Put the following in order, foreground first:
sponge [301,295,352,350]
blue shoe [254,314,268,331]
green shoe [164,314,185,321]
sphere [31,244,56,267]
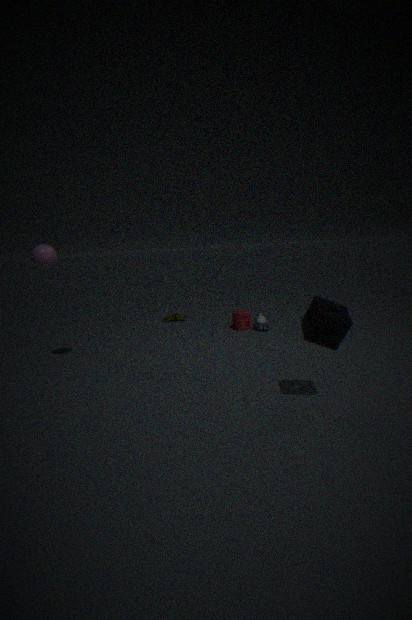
sponge [301,295,352,350] < sphere [31,244,56,267] < blue shoe [254,314,268,331] < green shoe [164,314,185,321]
